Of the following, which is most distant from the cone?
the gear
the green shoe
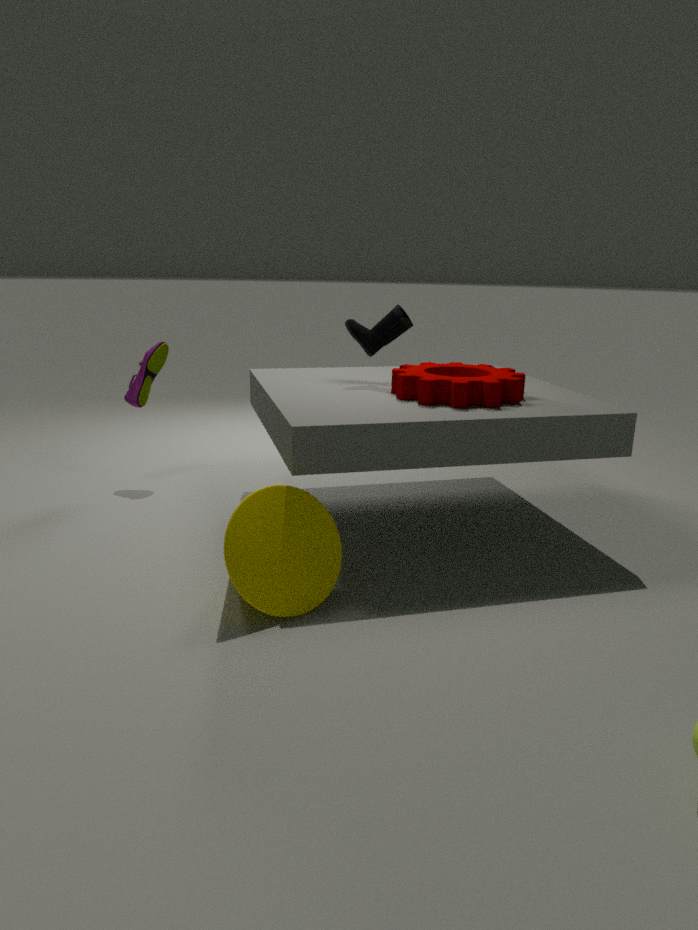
the green shoe
